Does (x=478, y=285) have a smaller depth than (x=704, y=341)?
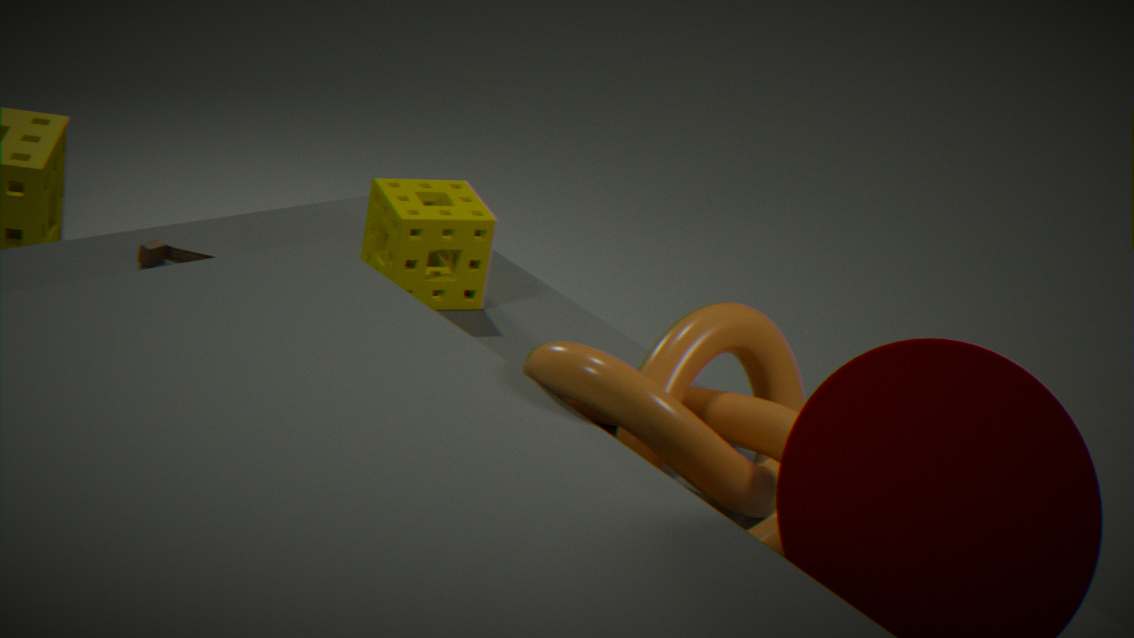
No
